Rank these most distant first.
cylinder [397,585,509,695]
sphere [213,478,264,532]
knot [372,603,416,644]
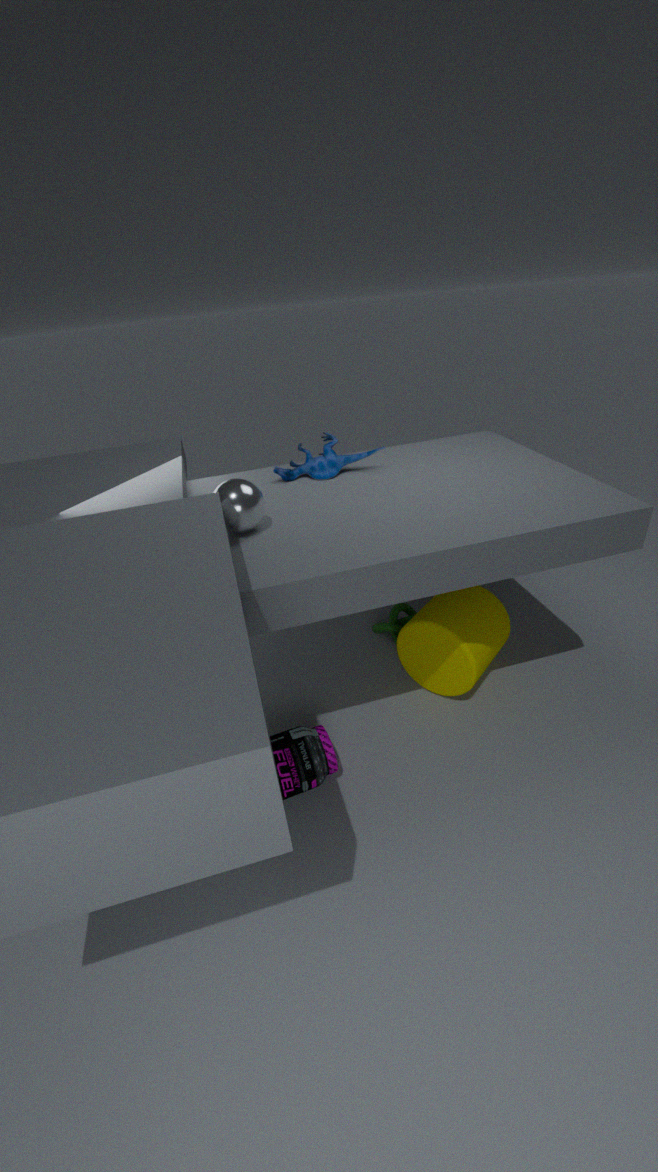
1. knot [372,603,416,644]
2. cylinder [397,585,509,695]
3. sphere [213,478,264,532]
